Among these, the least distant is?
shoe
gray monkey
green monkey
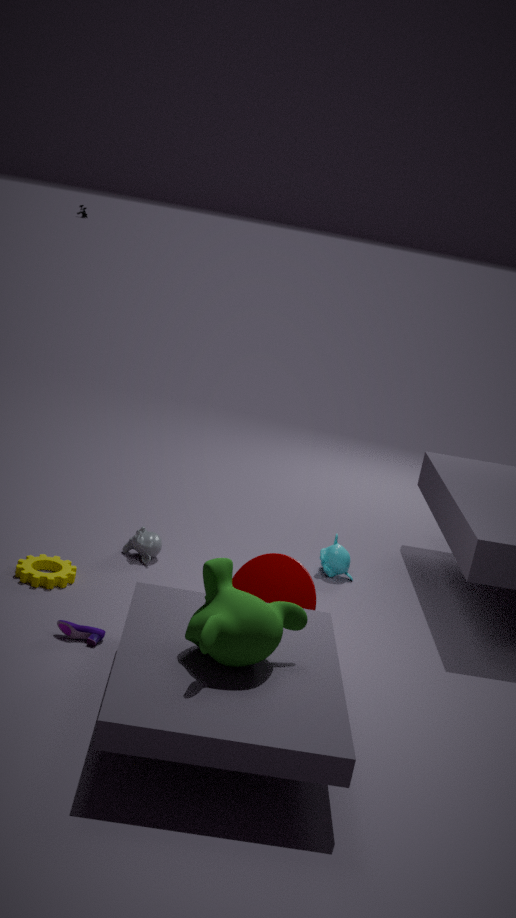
green monkey
